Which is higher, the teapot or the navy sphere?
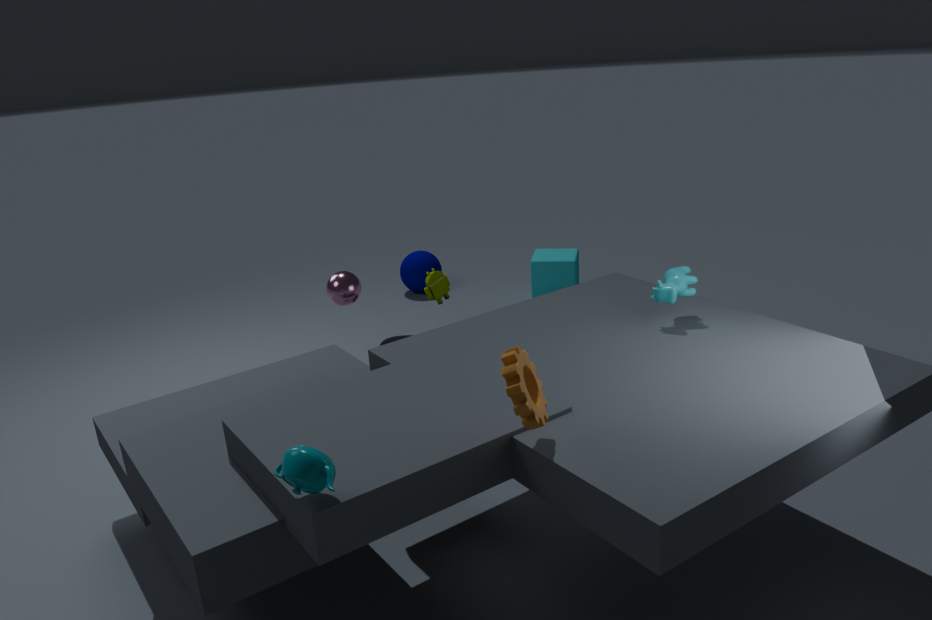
the teapot
